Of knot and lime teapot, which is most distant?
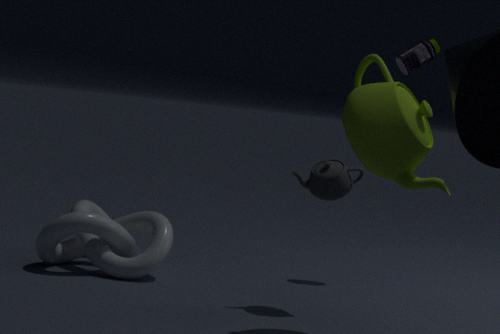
knot
